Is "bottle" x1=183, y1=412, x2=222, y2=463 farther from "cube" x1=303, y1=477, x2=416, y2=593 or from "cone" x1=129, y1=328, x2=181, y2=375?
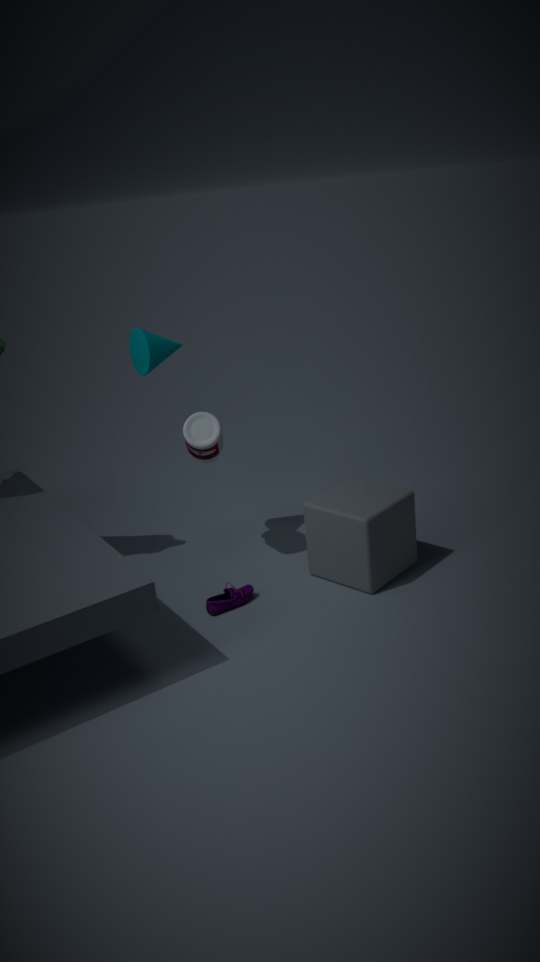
"cube" x1=303, y1=477, x2=416, y2=593
